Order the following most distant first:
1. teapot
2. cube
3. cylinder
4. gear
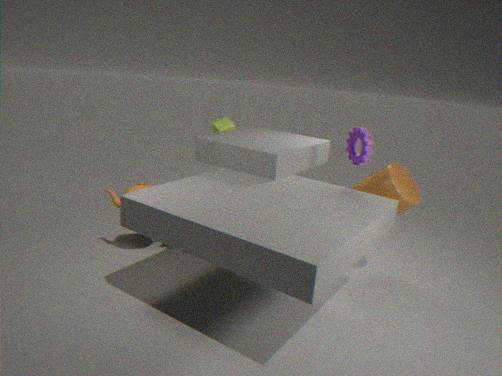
cube
teapot
cylinder
gear
